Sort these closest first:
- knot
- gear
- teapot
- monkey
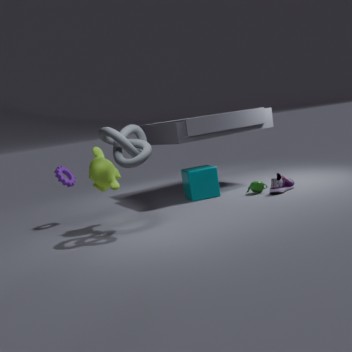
1. knot
2. monkey
3. gear
4. teapot
